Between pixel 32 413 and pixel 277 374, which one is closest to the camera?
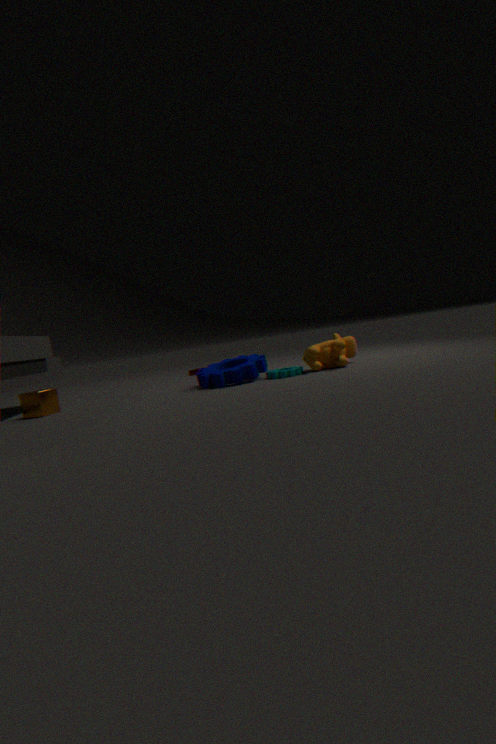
pixel 32 413
